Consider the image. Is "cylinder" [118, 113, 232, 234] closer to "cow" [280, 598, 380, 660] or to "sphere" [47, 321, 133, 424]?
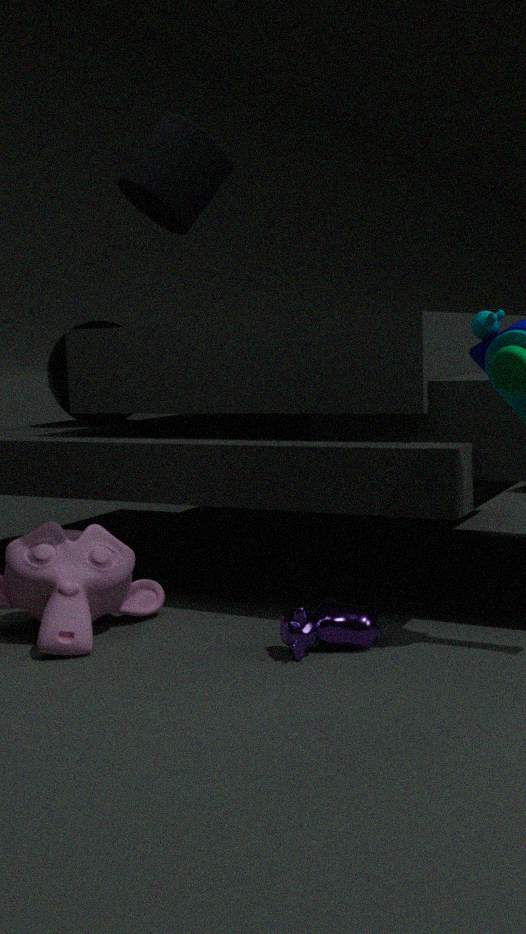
"cow" [280, 598, 380, 660]
